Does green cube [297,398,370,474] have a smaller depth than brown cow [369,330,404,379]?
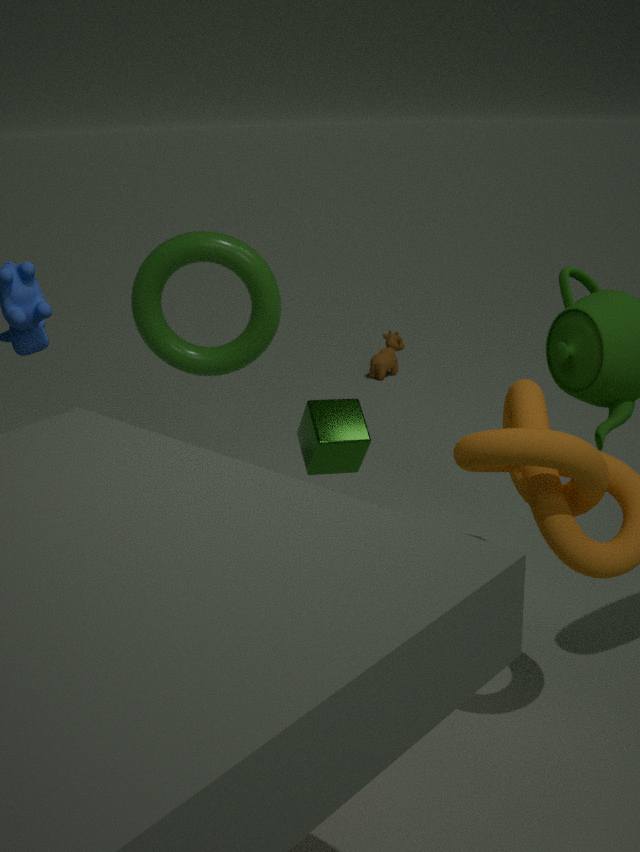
Yes
